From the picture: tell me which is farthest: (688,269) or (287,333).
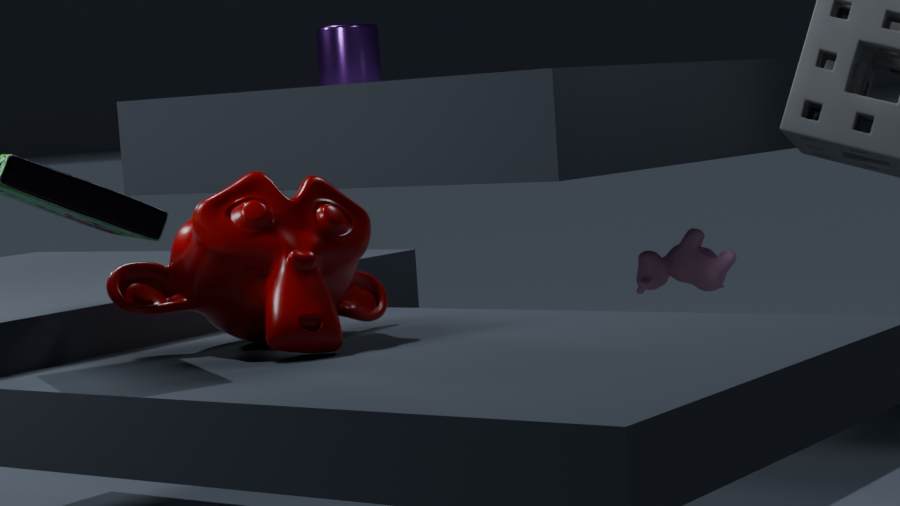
(688,269)
